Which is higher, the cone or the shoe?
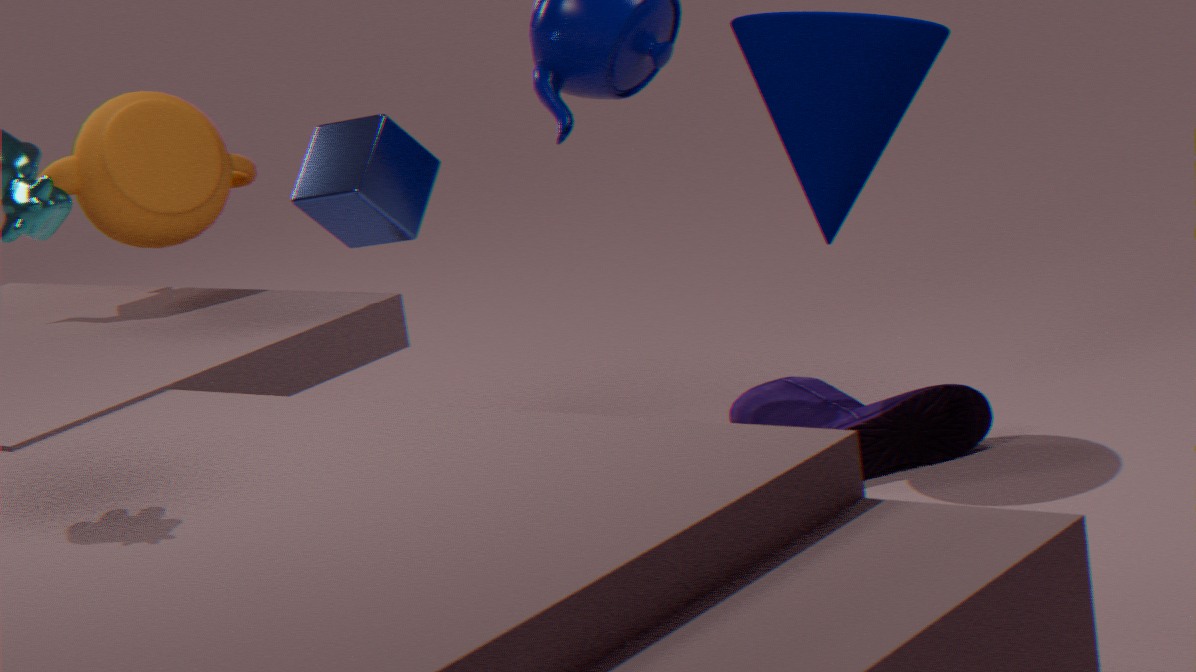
the cone
